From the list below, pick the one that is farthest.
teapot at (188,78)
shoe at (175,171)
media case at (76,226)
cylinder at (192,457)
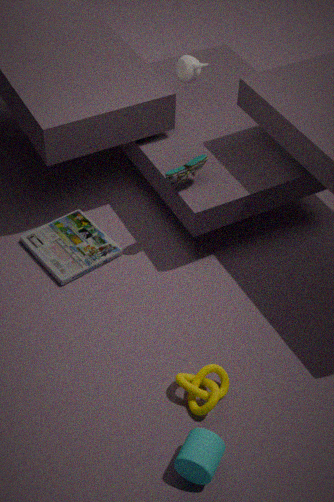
teapot at (188,78)
